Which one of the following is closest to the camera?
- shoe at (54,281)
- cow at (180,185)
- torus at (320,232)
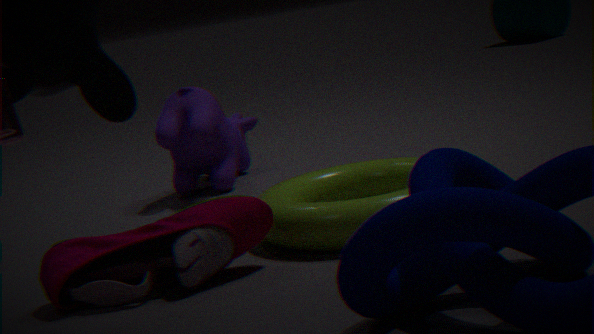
shoe at (54,281)
